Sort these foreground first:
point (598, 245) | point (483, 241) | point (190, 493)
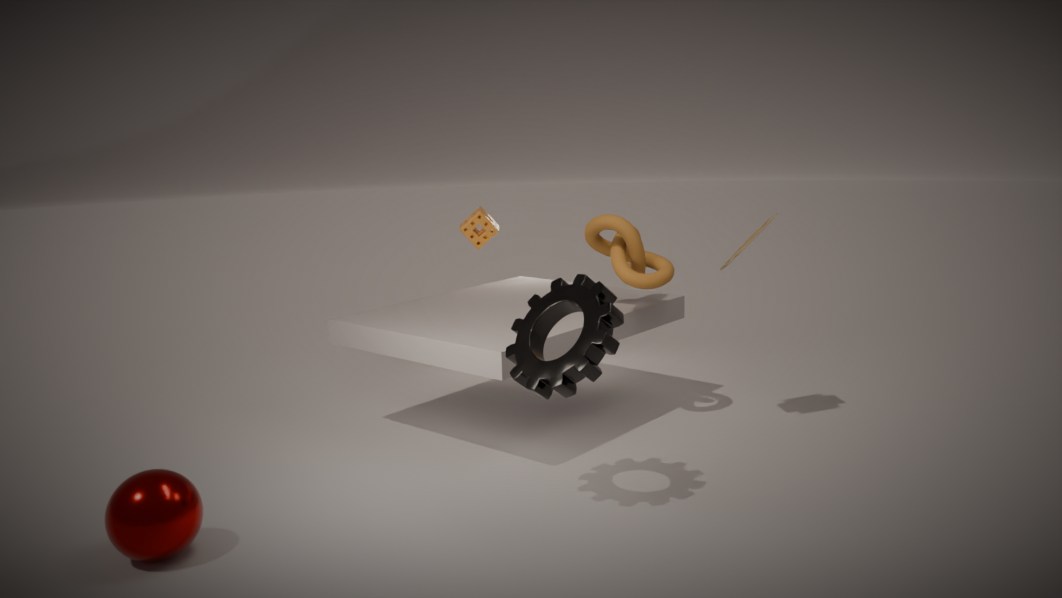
point (190, 493), point (598, 245), point (483, 241)
